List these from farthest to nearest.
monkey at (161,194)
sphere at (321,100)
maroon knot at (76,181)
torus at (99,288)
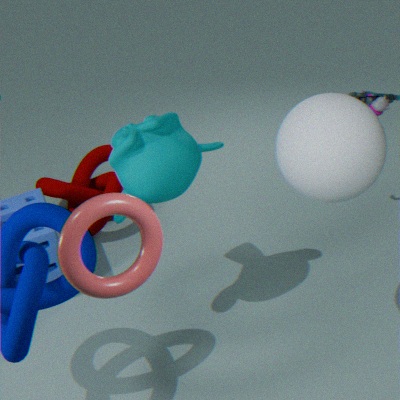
maroon knot at (76,181) < monkey at (161,194) < sphere at (321,100) < torus at (99,288)
